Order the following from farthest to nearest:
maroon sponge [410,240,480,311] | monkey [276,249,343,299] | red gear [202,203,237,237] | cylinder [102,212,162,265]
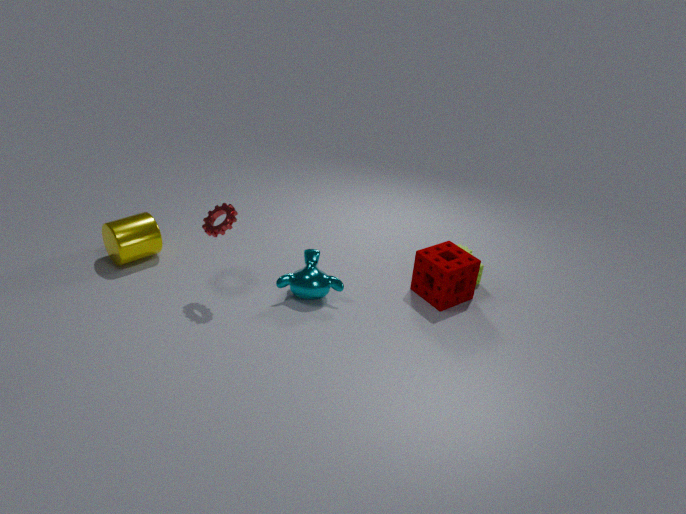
cylinder [102,212,162,265], maroon sponge [410,240,480,311], monkey [276,249,343,299], red gear [202,203,237,237]
